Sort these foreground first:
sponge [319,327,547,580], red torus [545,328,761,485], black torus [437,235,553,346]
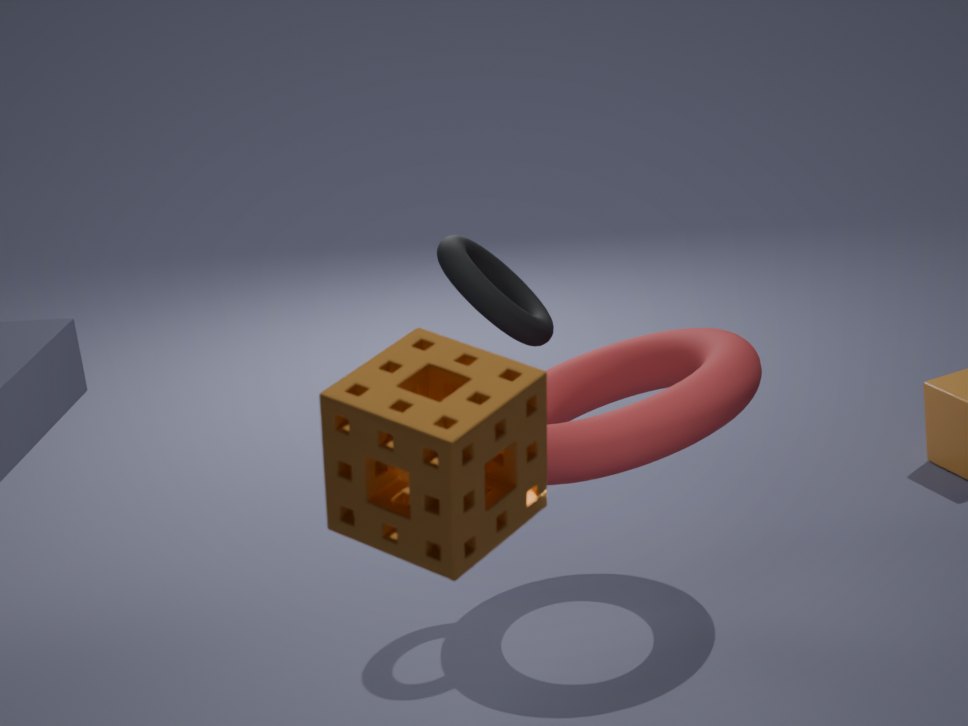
sponge [319,327,547,580], red torus [545,328,761,485], black torus [437,235,553,346]
